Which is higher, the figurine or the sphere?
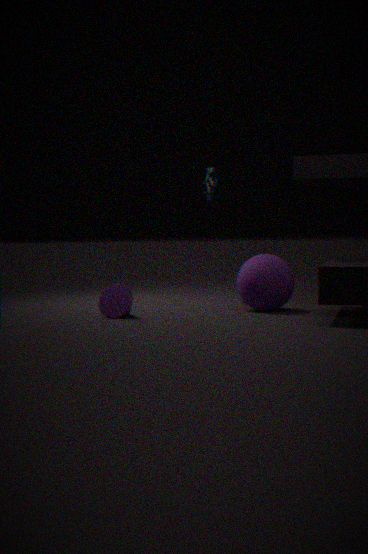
the figurine
